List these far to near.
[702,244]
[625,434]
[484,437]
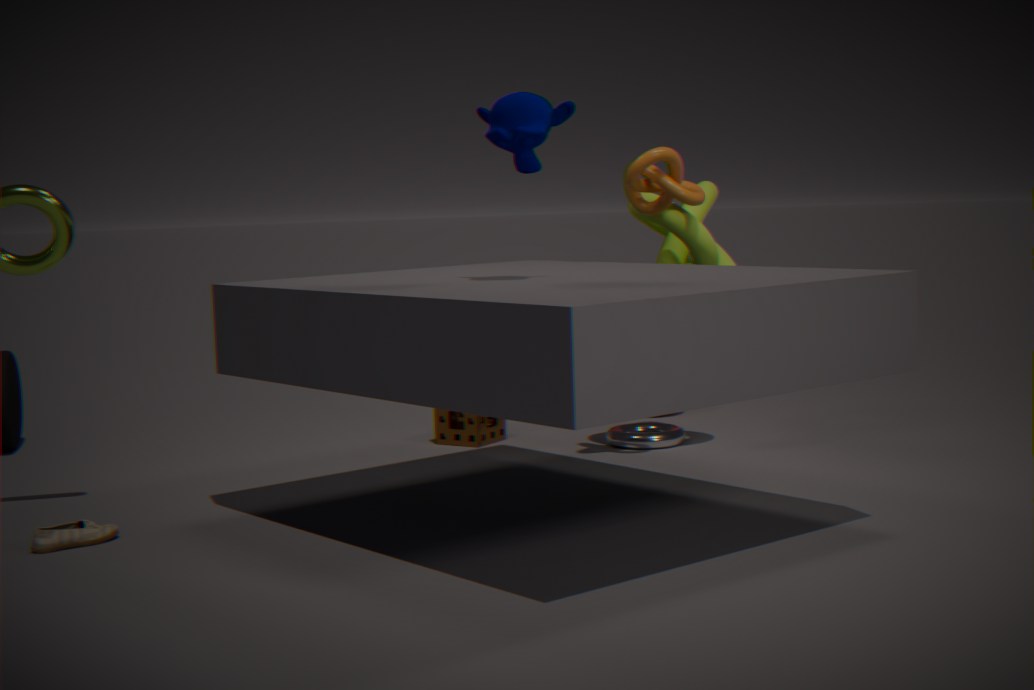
[484,437] → [625,434] → [702,244]
